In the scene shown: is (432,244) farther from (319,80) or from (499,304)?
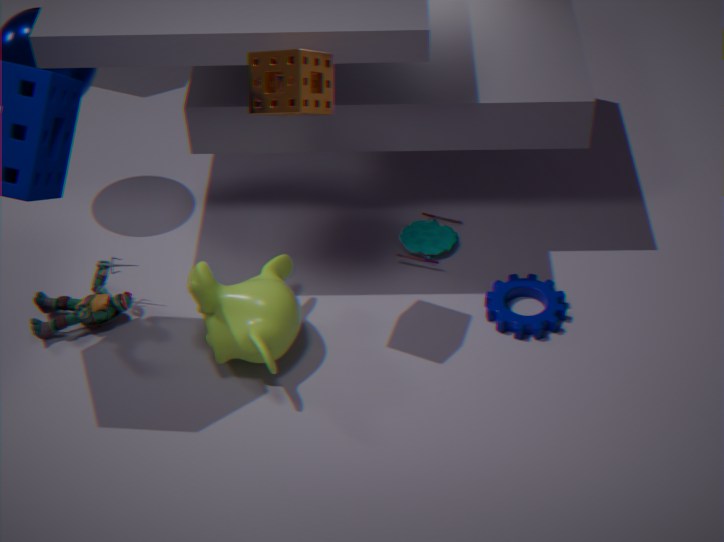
(319,80)
